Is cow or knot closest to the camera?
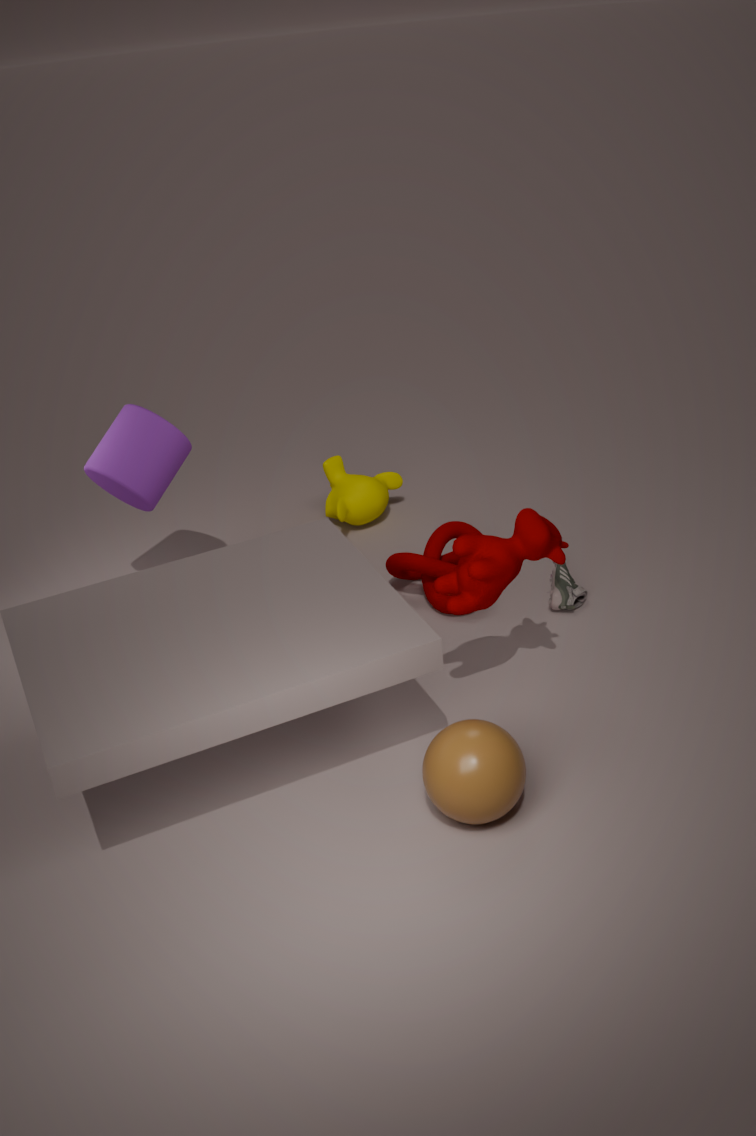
cow
